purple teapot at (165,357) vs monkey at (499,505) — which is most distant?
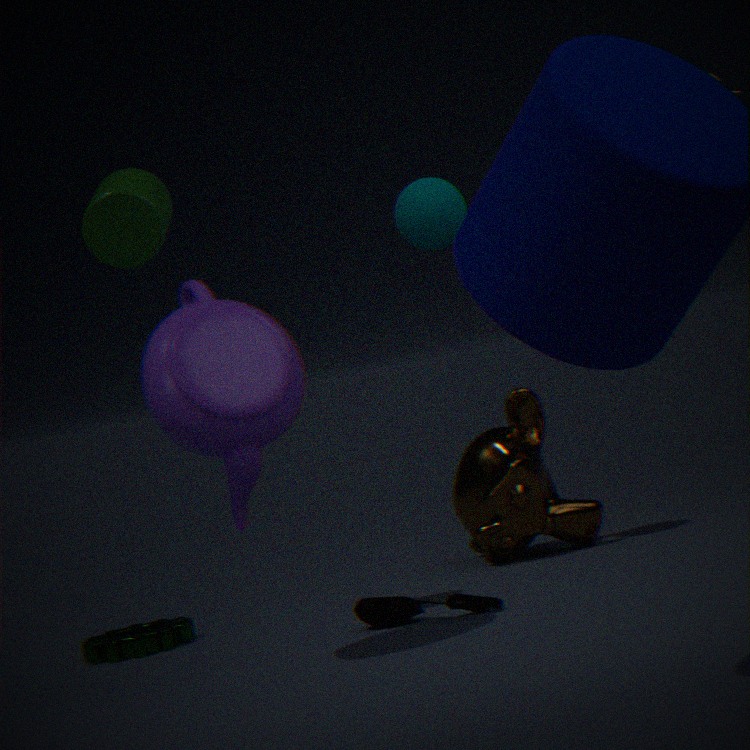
monkey at (499,505)
